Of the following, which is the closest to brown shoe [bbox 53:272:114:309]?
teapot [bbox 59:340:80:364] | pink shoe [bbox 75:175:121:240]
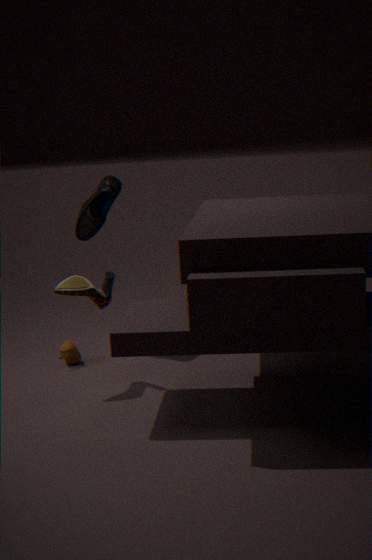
teapot [bbox 59:340:80:364]
